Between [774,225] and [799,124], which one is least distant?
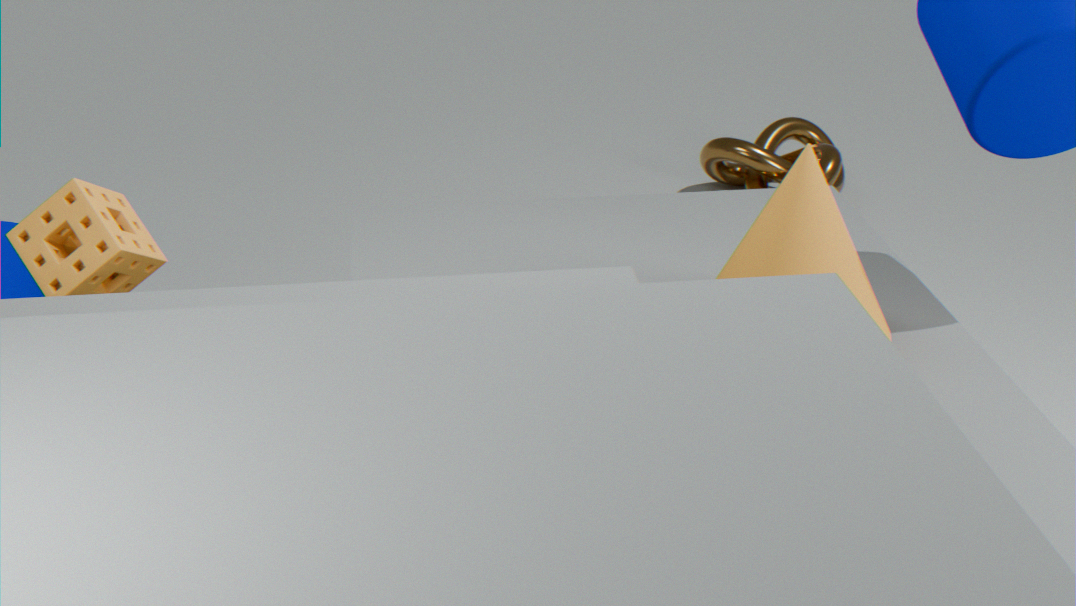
[774,225]
